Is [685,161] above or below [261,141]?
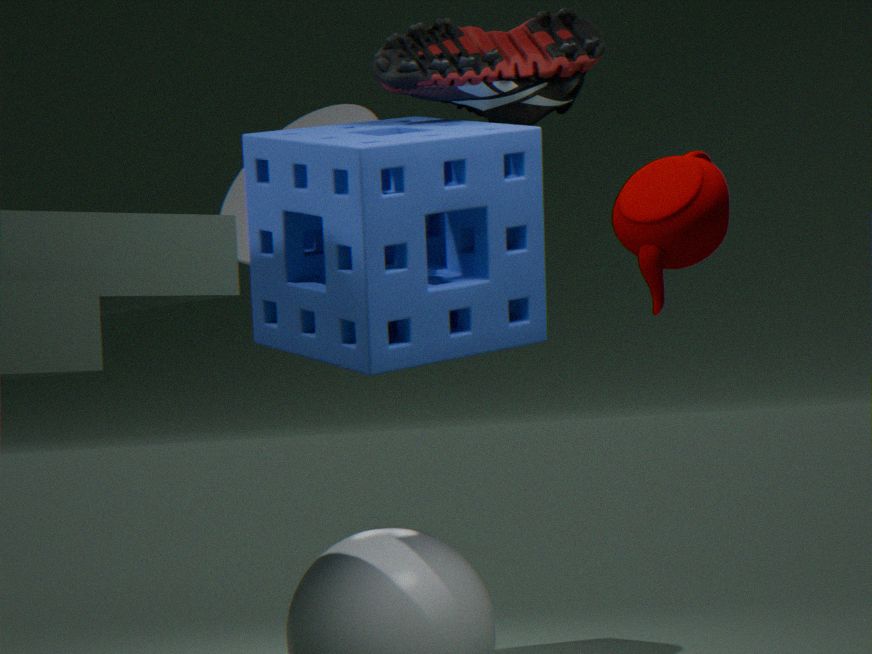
below
